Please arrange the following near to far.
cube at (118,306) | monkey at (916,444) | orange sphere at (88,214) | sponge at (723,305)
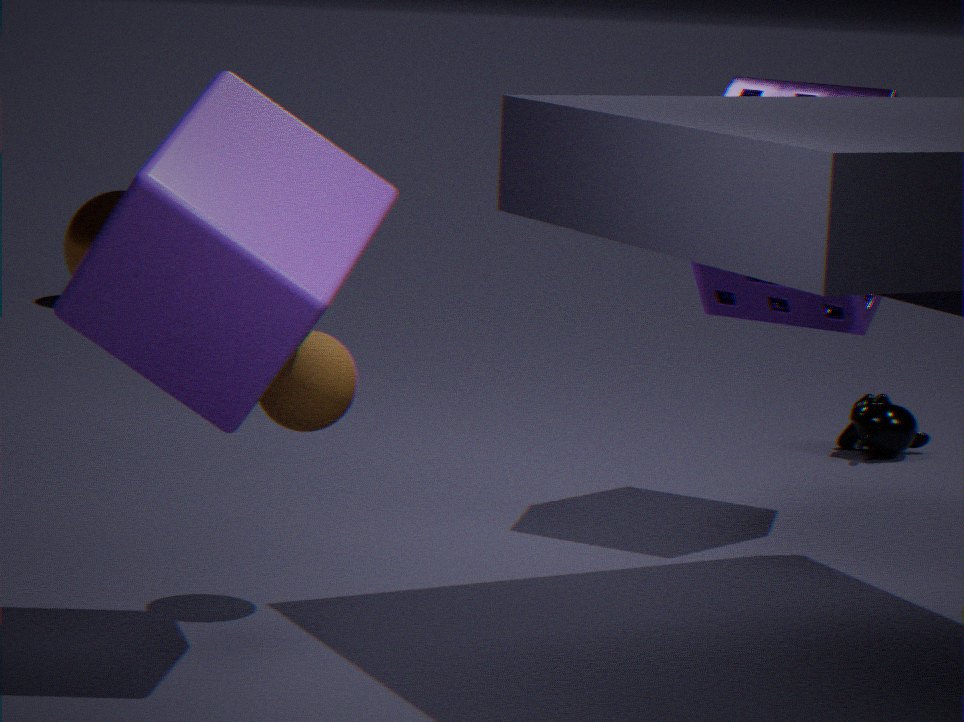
cube at (118,306)
sponge at (723,305)
monkey at (916,444)
orange sphere at (88,214)
